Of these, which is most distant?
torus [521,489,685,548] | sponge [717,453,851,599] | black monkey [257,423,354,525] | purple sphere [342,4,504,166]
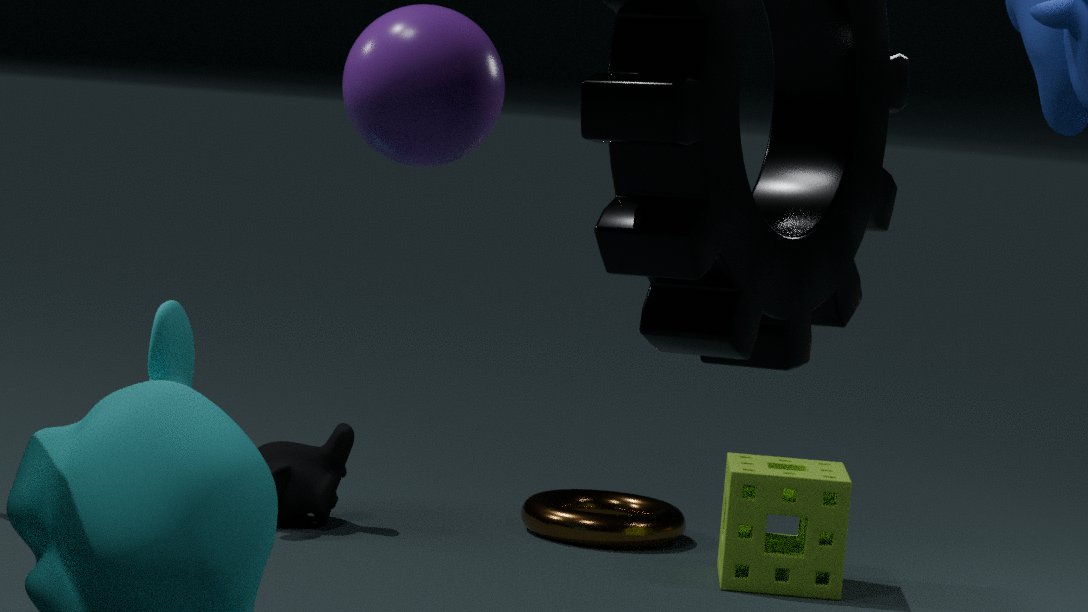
torus [521,489,685,548]
